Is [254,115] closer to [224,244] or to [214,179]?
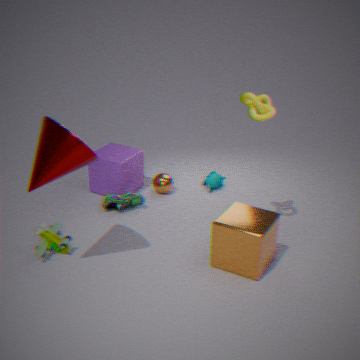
[224,244]
